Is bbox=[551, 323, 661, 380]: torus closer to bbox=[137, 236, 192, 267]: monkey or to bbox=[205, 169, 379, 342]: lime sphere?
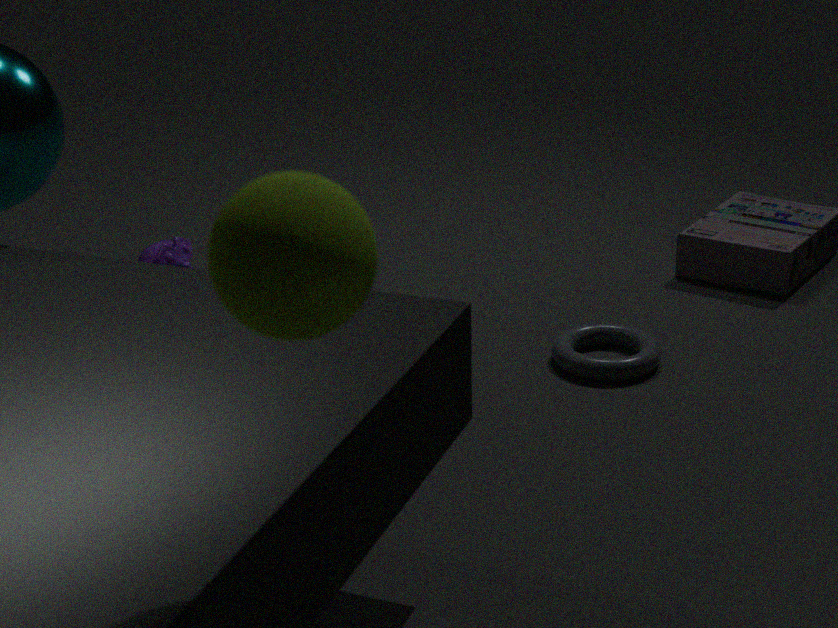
bbox=[137, 236, 192, 267]: monkey
